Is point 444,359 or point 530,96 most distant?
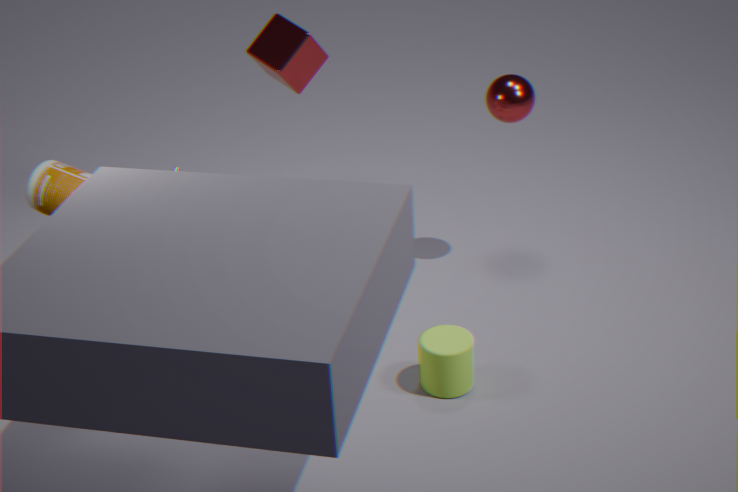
point 530,96
